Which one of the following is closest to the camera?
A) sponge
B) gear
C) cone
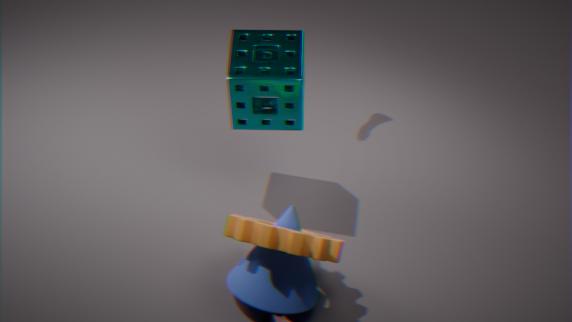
gear
